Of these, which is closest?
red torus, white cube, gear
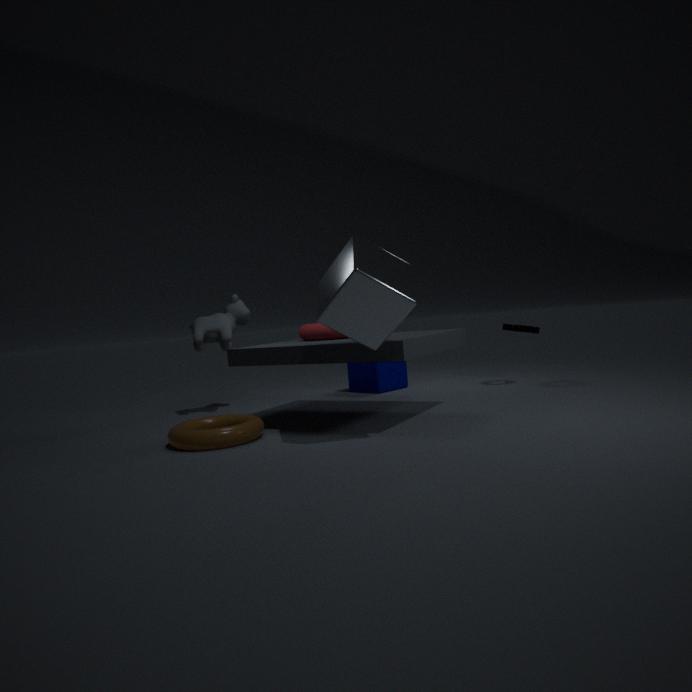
white cube
